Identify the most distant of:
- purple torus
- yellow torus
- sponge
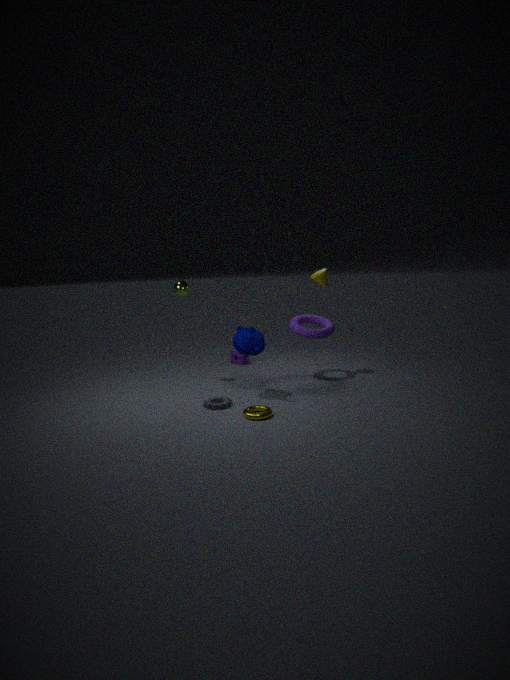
sponge
